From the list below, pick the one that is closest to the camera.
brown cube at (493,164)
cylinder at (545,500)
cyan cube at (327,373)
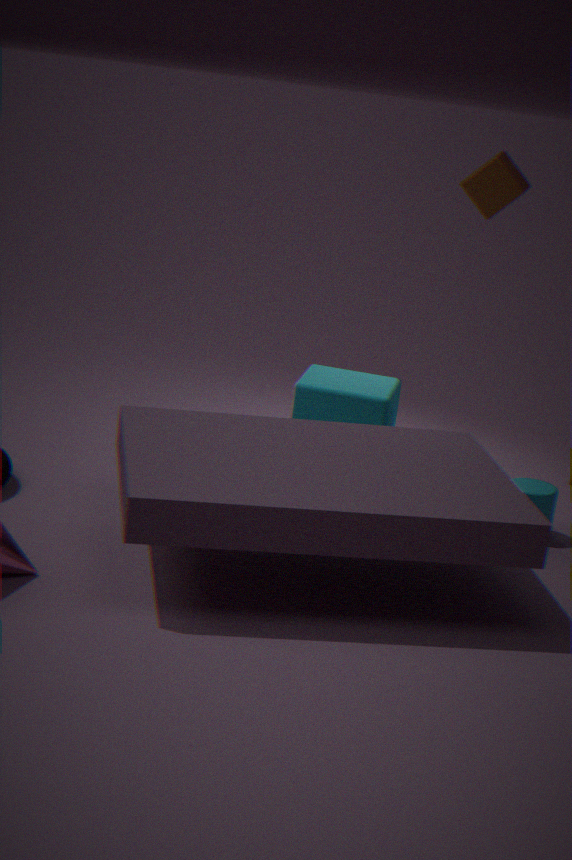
cylinder at (545,500)
